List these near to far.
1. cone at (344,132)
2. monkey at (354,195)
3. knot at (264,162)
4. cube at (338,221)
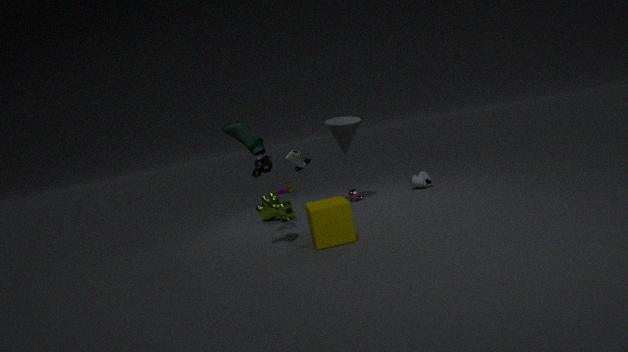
cube at (338,221) → knot at (264,162) → cone at (344,132) → monkey at (354,195)
